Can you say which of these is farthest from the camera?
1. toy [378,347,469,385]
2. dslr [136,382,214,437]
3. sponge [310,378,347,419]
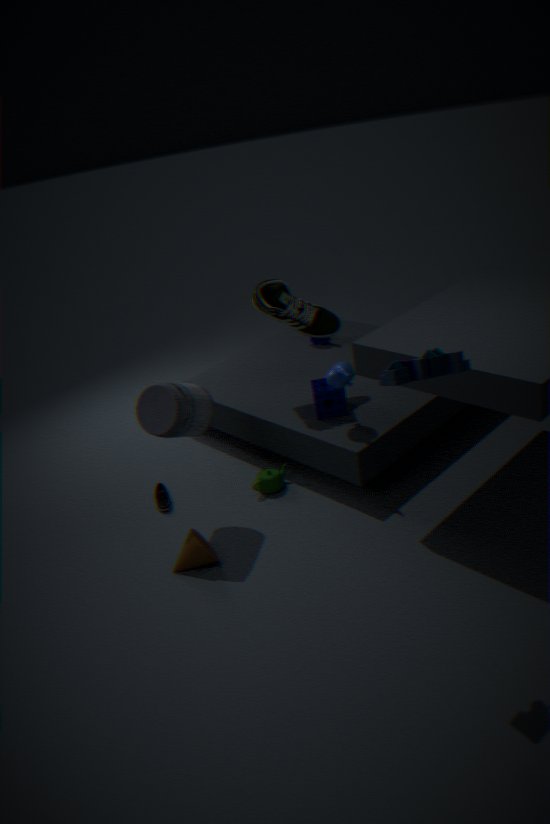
sponge [310,378,347,419]
